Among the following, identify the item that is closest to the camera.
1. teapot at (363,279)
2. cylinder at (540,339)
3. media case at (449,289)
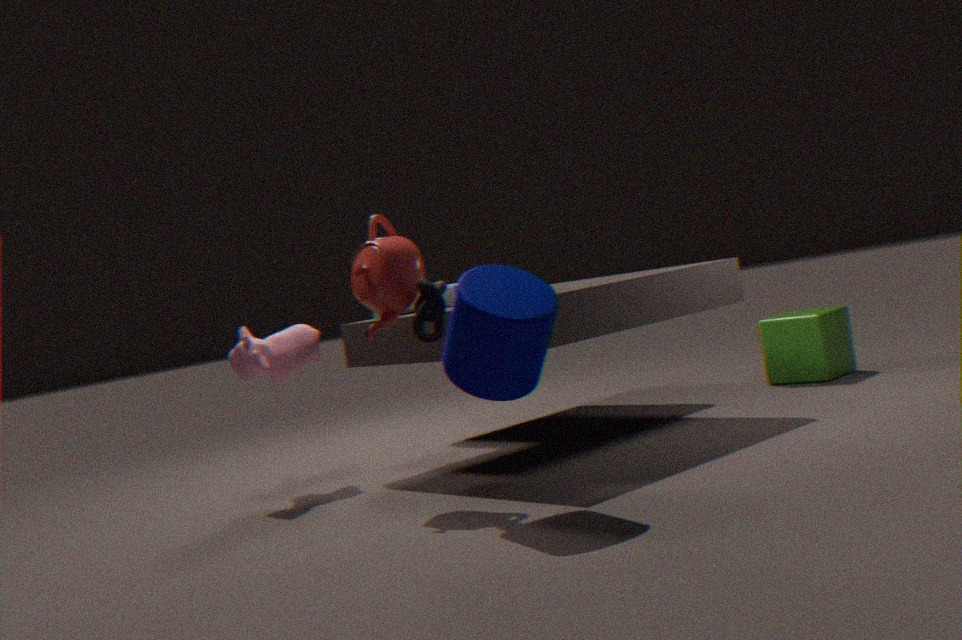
cylinder at (540,339)
